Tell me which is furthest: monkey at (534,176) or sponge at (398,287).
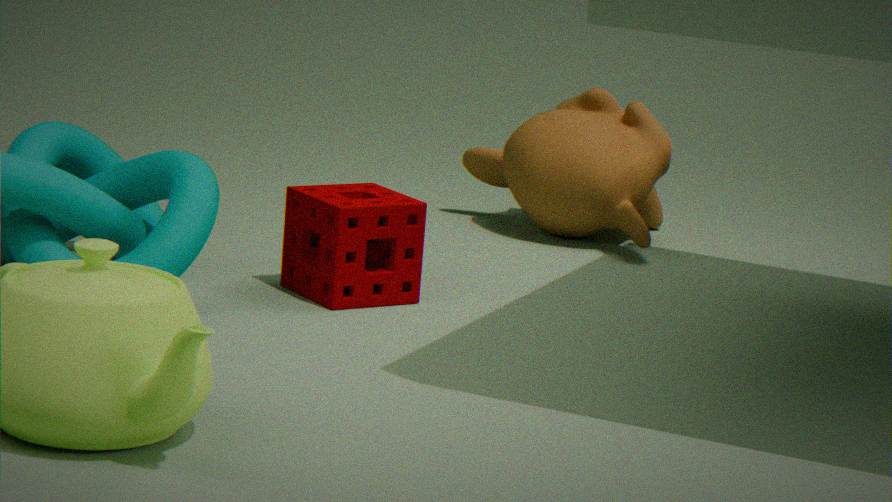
monkey at (534,176)
